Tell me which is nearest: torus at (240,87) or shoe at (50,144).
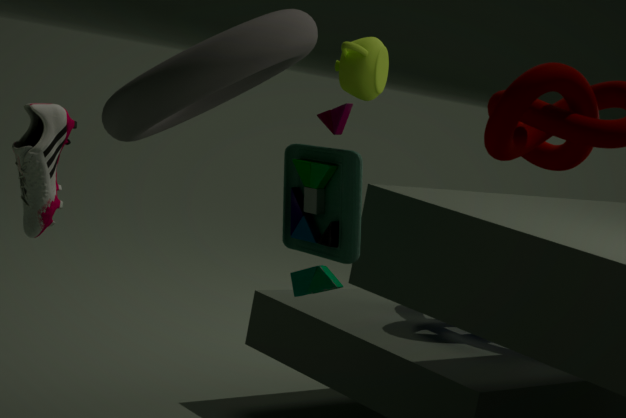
torus at (240,87)
